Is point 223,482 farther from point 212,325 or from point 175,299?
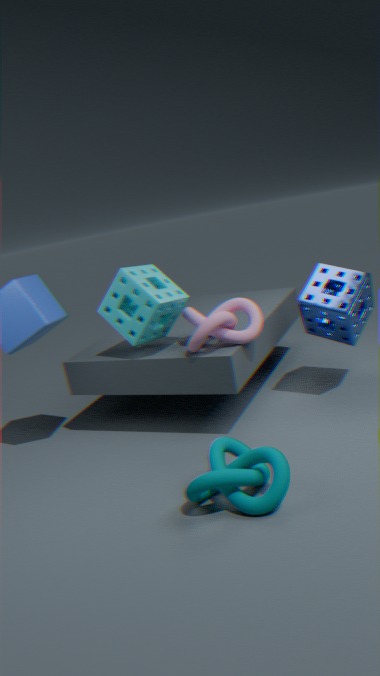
point 175,299
